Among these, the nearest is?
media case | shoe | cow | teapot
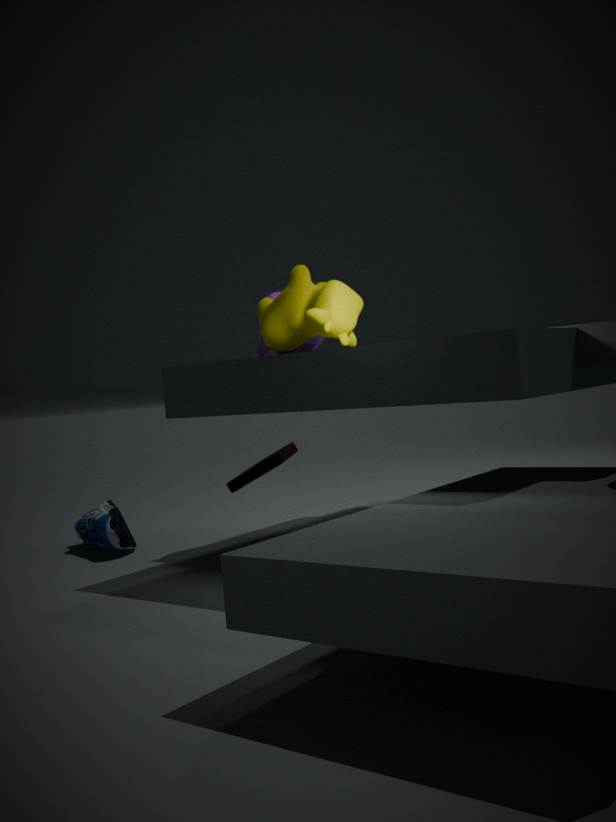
cow
